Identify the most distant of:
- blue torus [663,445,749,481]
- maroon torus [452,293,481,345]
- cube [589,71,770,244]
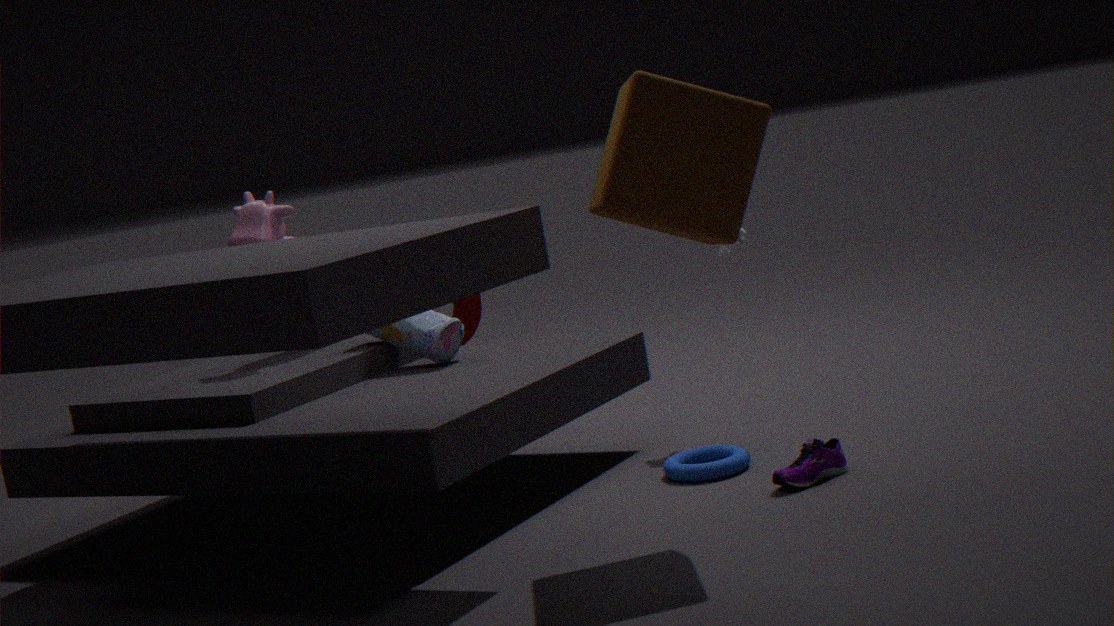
maroon torus [452,293,481,345]
